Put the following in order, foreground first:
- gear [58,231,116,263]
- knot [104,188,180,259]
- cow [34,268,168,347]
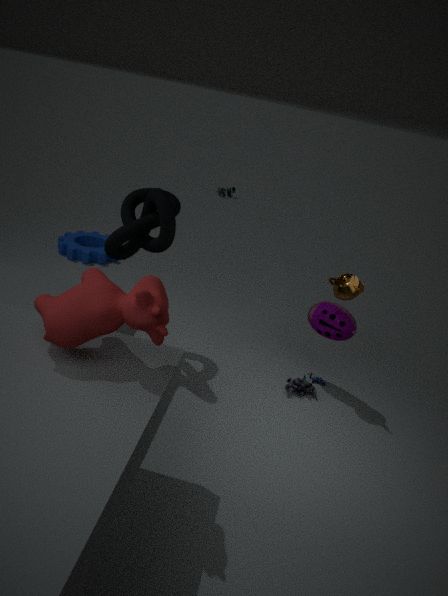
1. cow [34,268,168,347]
2. knot [104,188,180,259]
3. gear [58,231,116,263]
